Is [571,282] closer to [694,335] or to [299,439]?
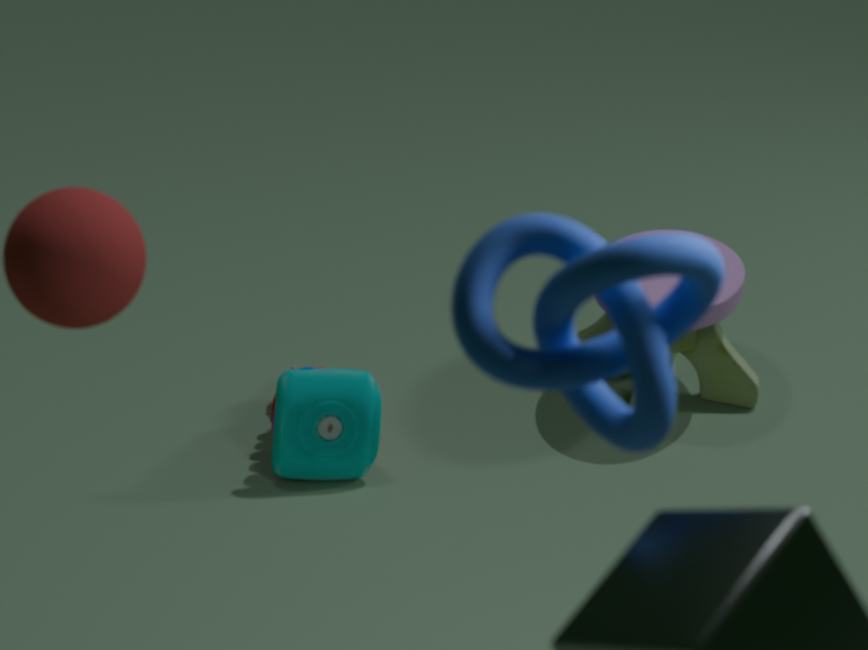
[299,439]
